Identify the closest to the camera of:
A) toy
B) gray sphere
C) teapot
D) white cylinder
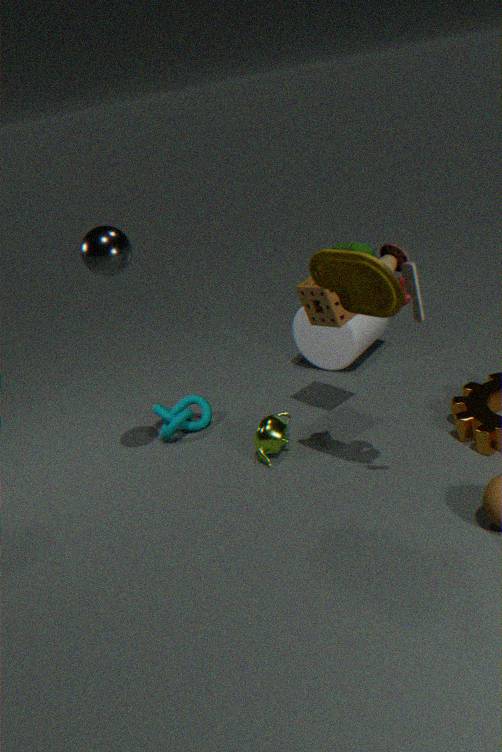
toy
